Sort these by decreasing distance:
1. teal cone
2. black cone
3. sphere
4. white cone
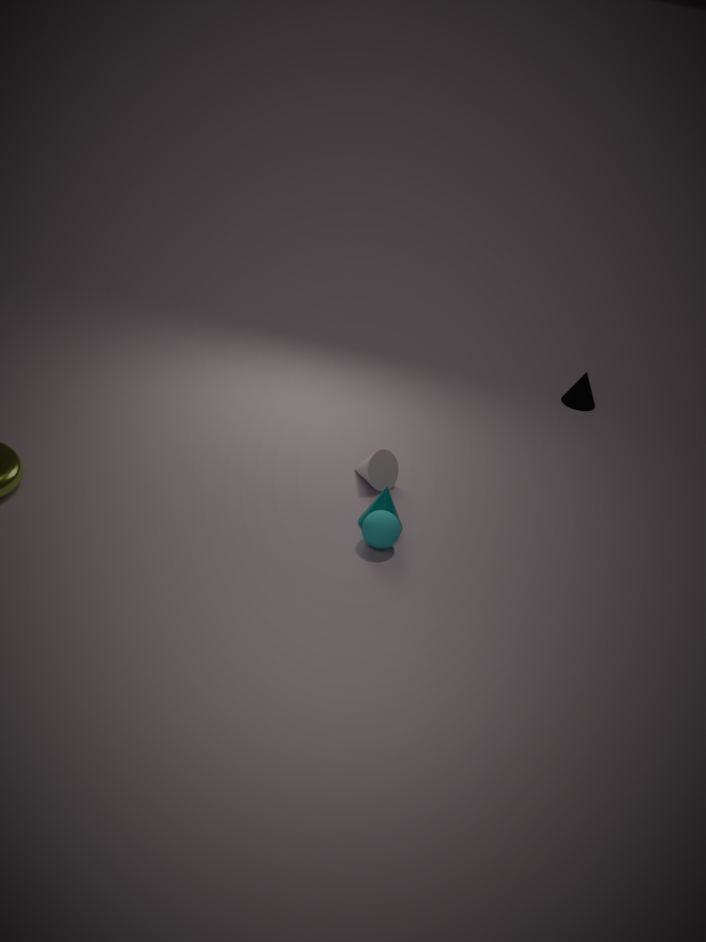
1. black cone
2. white cone
3. teal cone
4. sphere
